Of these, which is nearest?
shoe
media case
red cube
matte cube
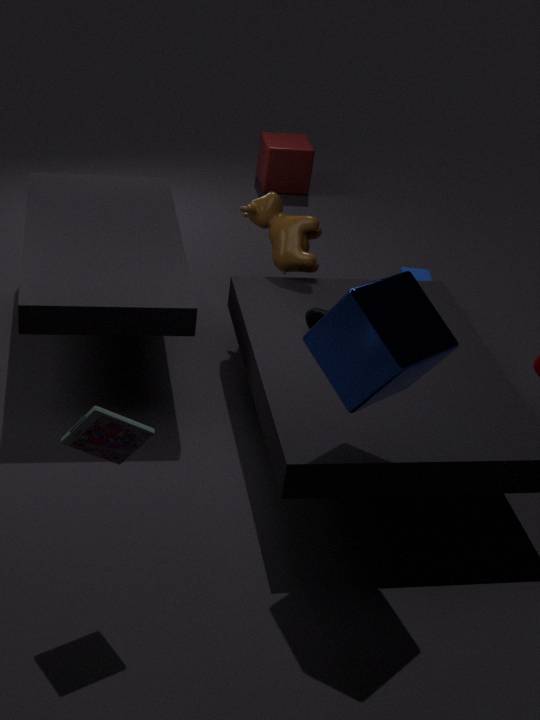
media case
